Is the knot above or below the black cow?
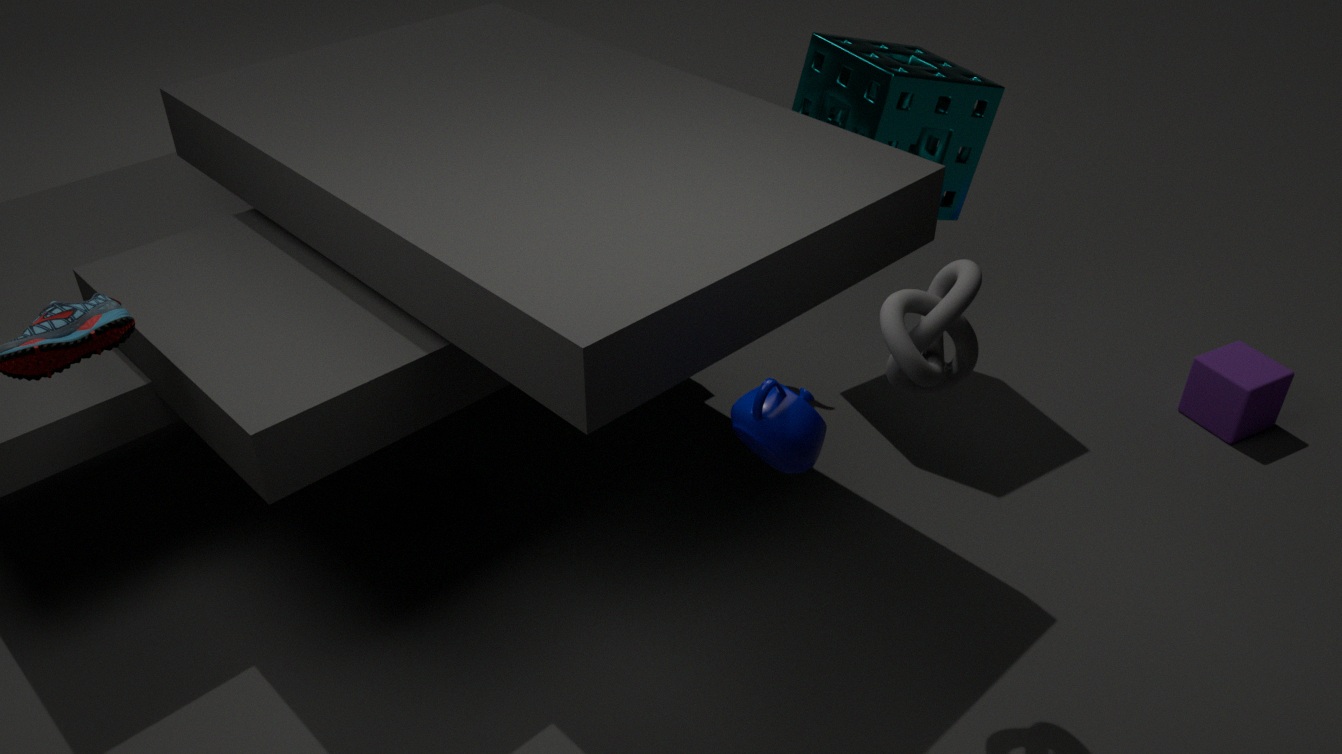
above
